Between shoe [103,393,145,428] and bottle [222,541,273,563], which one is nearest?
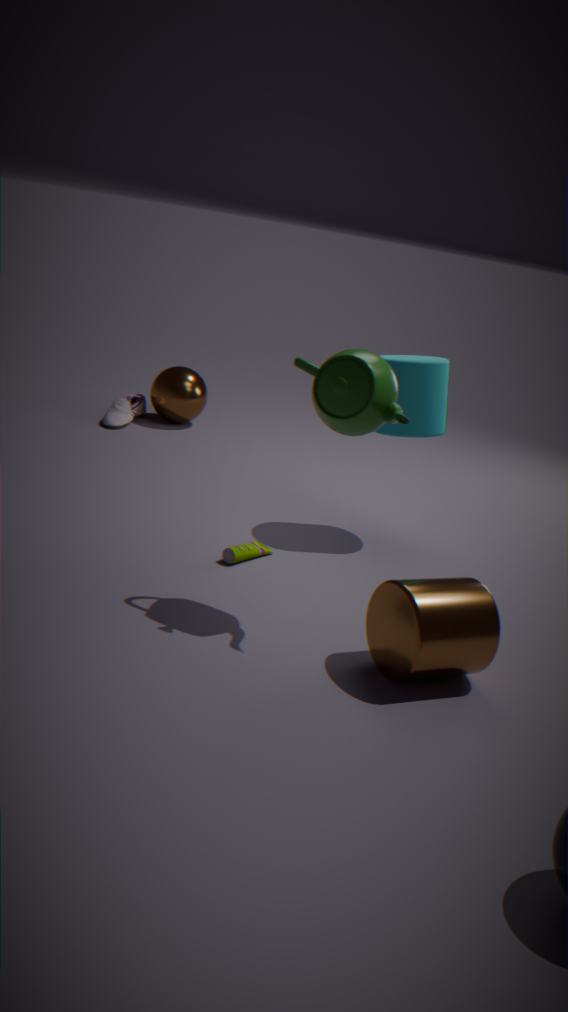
bottle [222,541,273,563]
